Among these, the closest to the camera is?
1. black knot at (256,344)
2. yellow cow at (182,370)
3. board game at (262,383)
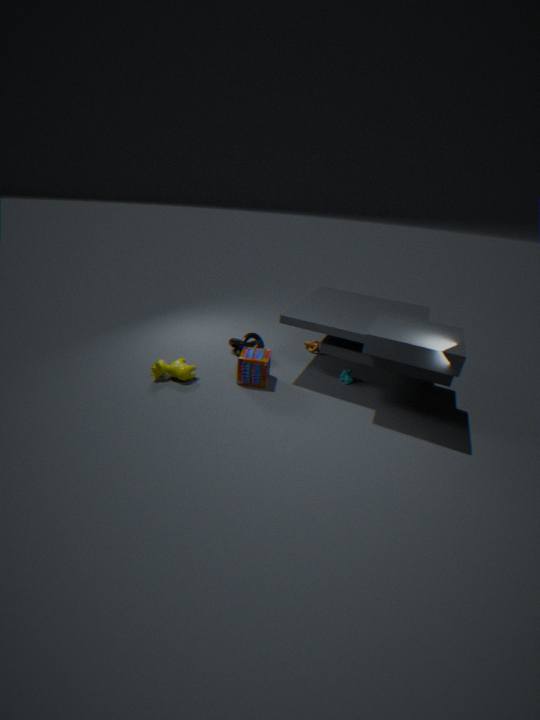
board game at (262,383)
